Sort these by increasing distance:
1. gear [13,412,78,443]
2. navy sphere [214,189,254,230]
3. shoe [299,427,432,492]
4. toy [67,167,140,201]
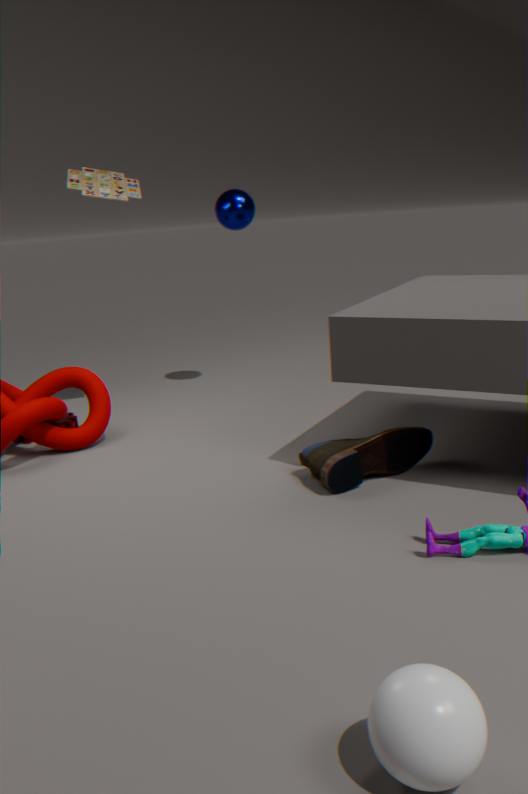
shoe [299,427,432,492] → gear [13,412,78,443] → toy [67,167,140,201] → navy sphere [214,189,254,230]
